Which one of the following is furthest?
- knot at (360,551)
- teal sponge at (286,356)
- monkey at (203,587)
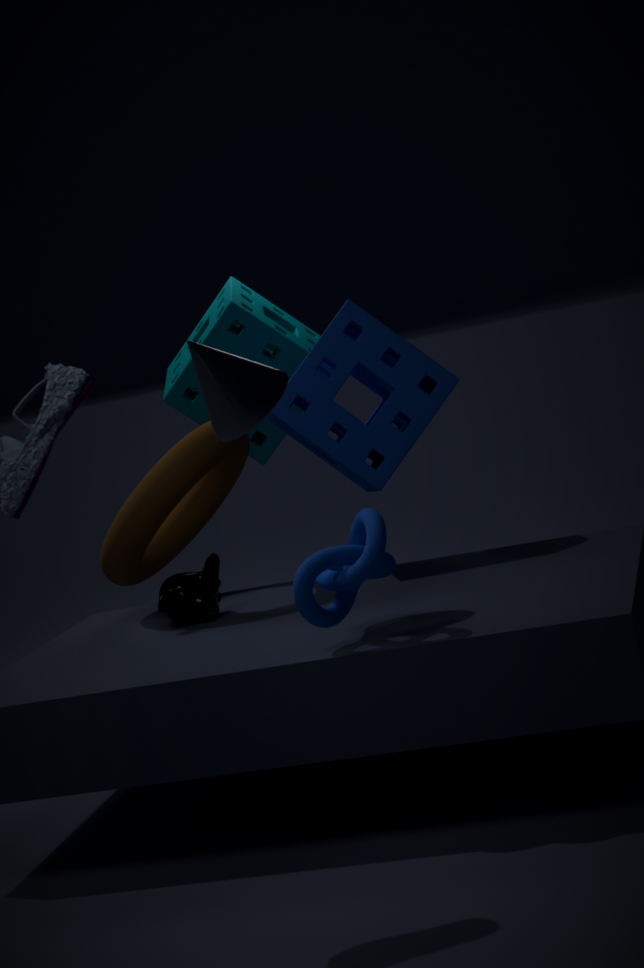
teal sponge at (286,356)
